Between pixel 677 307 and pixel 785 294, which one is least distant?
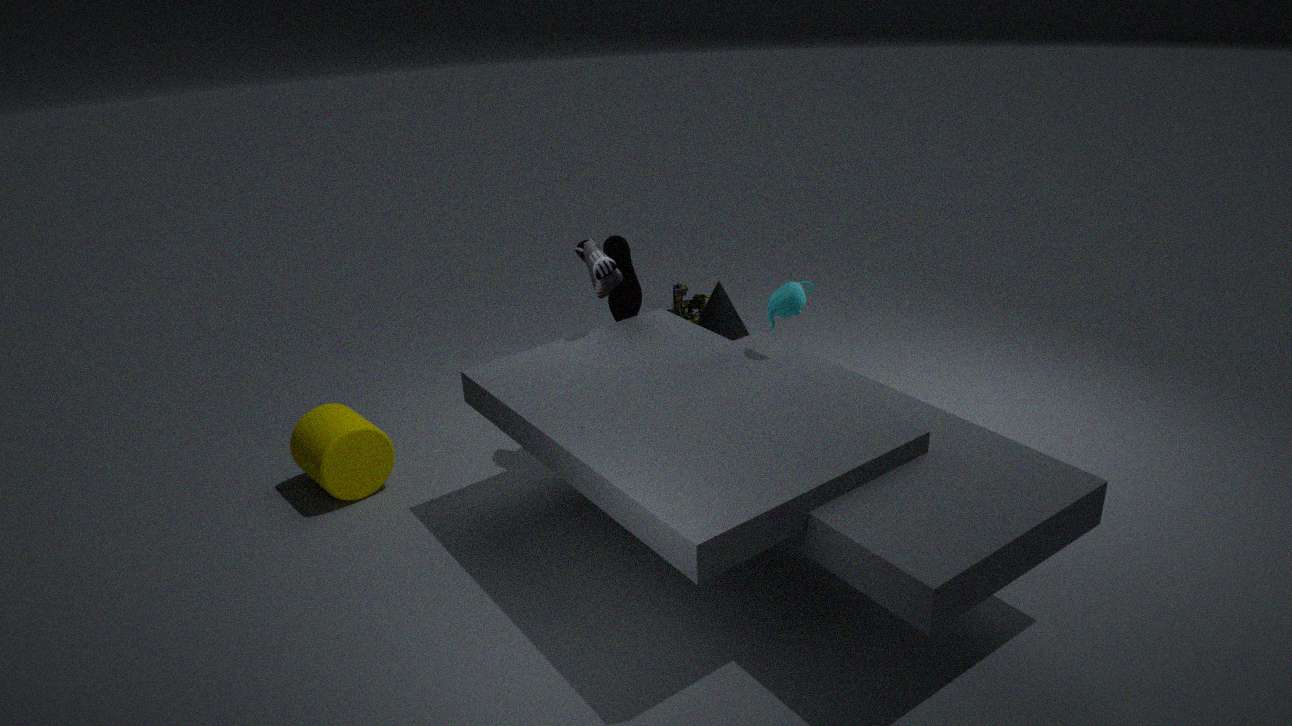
pixel 785 294
